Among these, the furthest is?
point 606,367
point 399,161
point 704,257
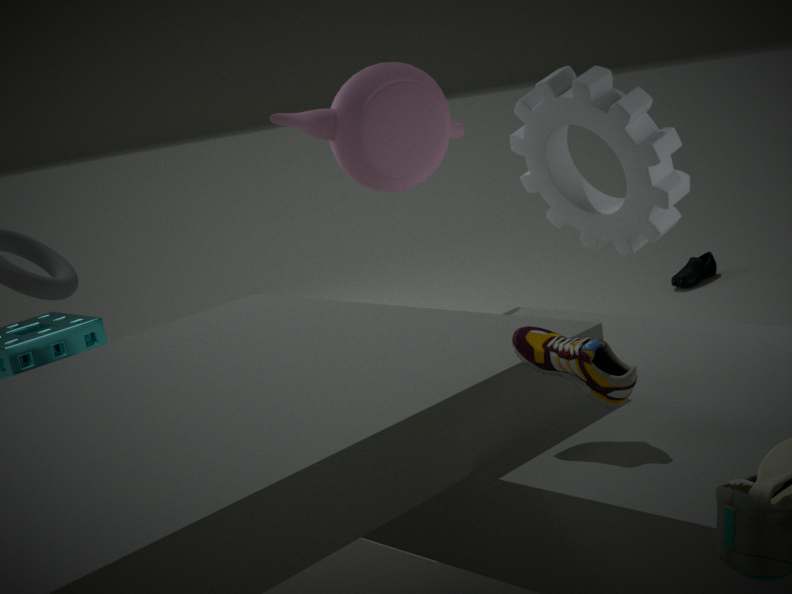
point 704,257
